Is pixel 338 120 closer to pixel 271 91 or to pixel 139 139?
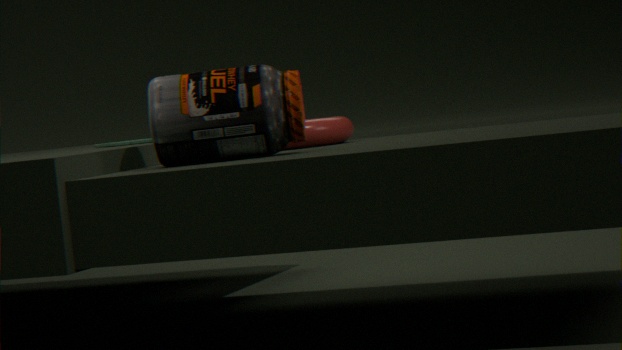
pixel 139 139
